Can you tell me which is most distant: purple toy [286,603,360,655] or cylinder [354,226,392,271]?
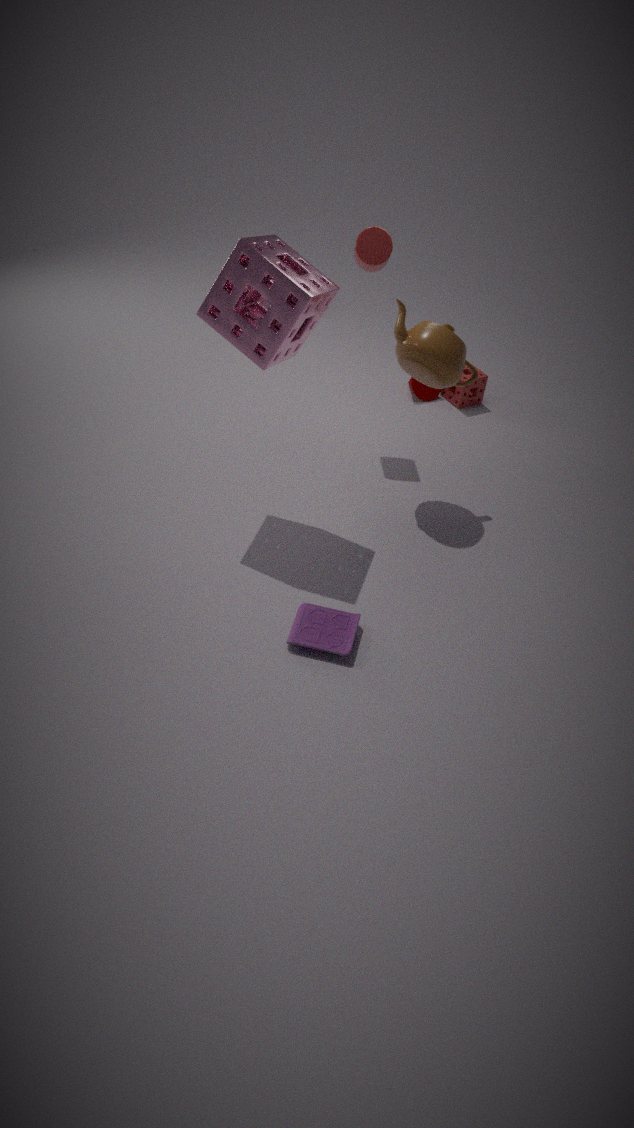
cylinder [354,226,392,271]
